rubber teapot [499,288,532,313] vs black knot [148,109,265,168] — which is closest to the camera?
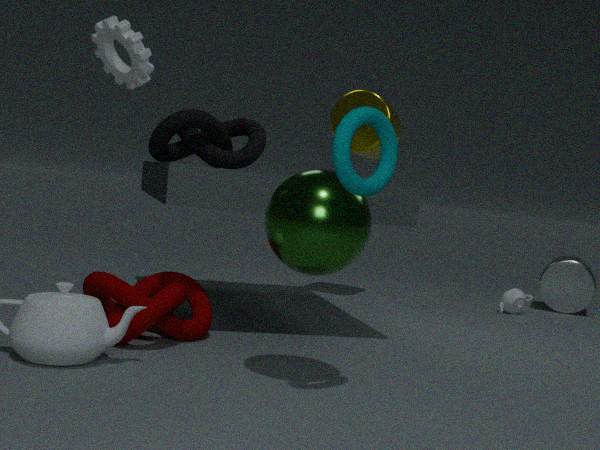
black knot [148,109,265,168]
